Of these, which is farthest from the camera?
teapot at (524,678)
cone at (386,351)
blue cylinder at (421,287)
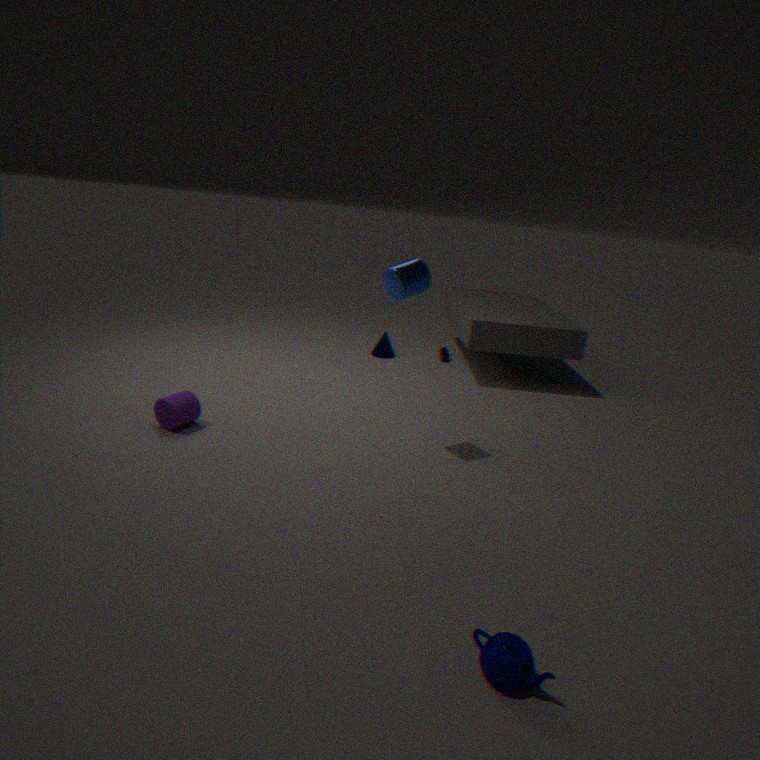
cone at (386,351)
